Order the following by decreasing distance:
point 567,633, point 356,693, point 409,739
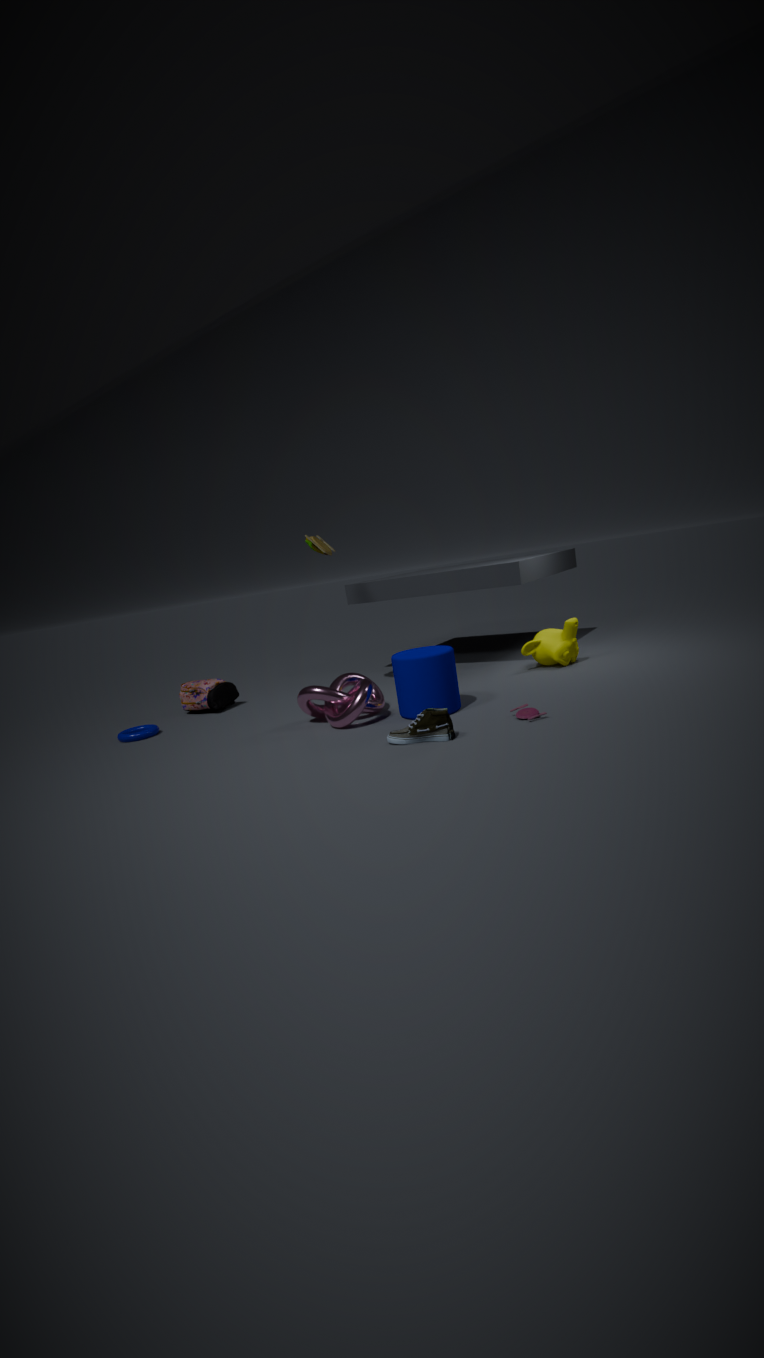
1. point 567,633
2. point 356,693
3. point 409,739
